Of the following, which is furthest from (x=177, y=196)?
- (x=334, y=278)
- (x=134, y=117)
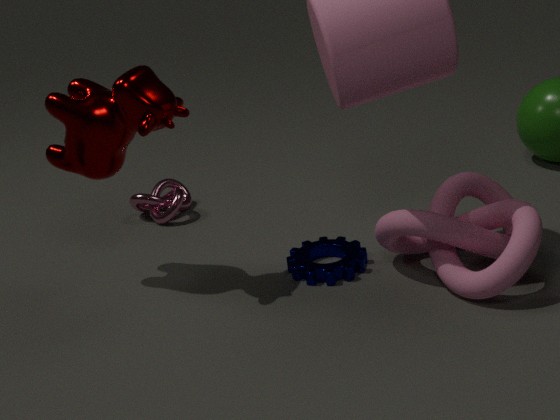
(x=334, y=278)
